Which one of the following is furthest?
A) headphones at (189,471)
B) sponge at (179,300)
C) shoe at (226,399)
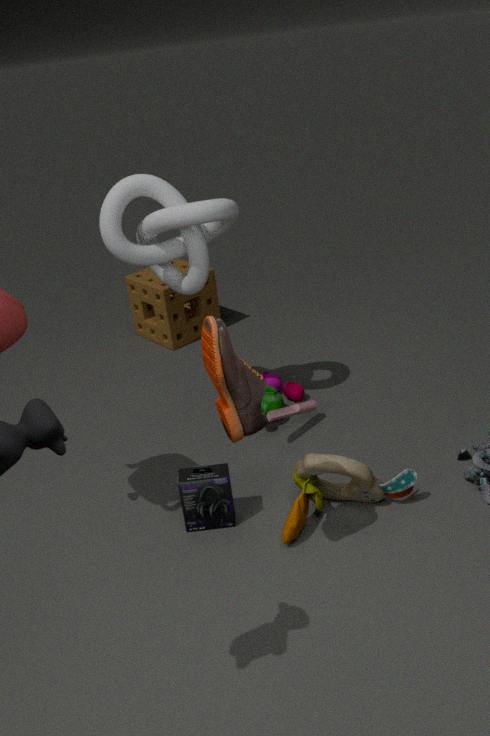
sponge at (179,300)
